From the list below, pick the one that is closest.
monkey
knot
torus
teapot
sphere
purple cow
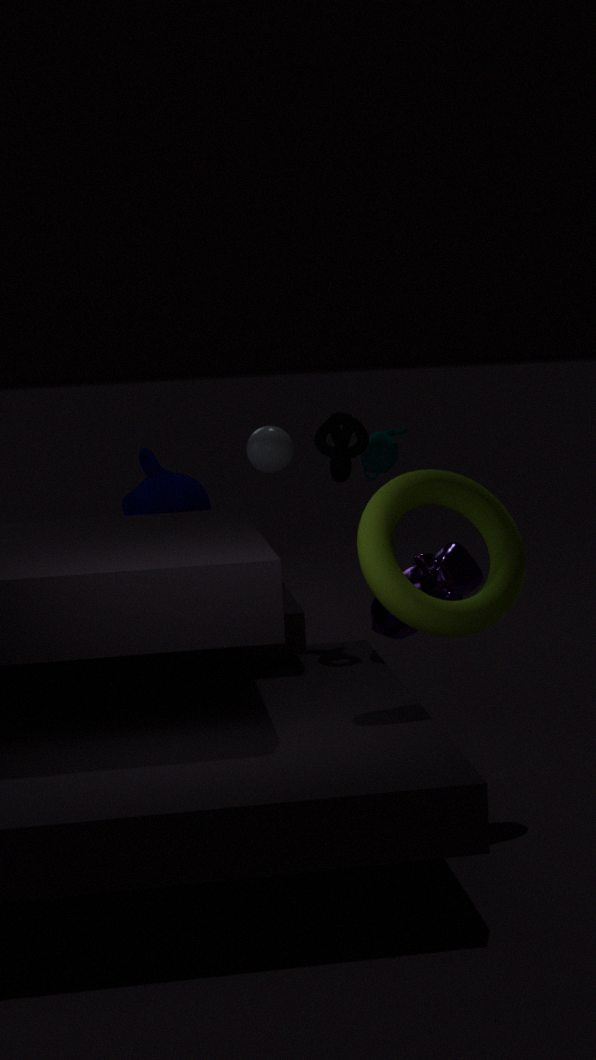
torus
